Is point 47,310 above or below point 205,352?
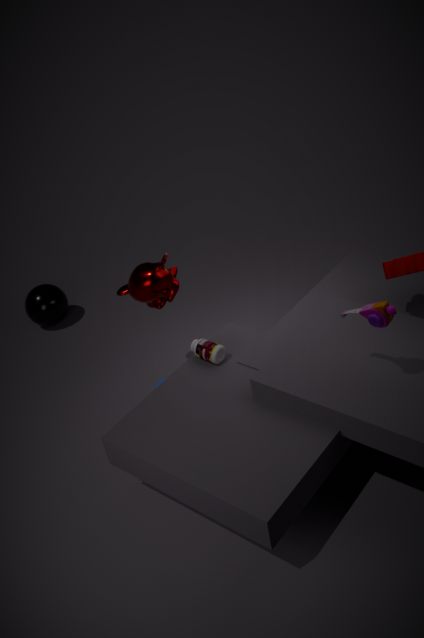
below
